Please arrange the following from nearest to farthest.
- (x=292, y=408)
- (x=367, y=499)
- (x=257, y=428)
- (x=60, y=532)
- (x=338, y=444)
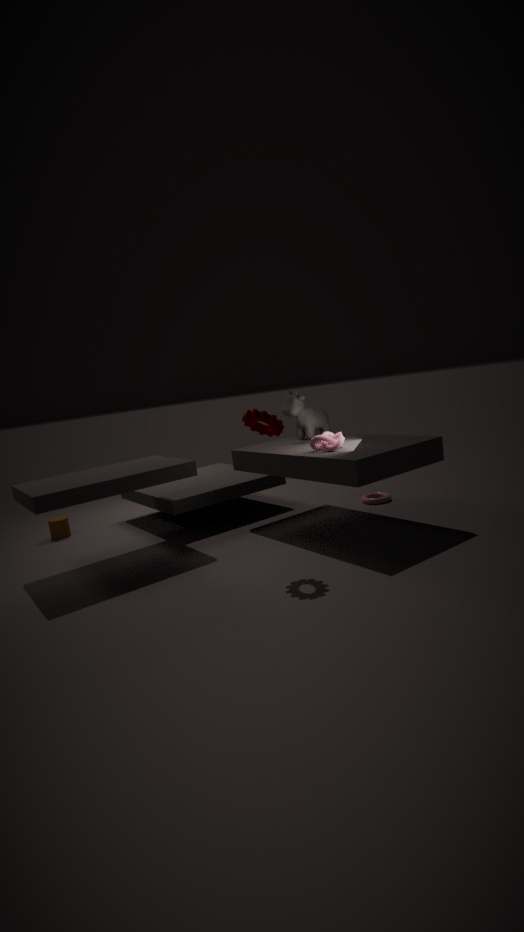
(x=257, y=428), (x=338, y=444), (x=292, y=408), (x=367, y=499), (x=60, y=532)
